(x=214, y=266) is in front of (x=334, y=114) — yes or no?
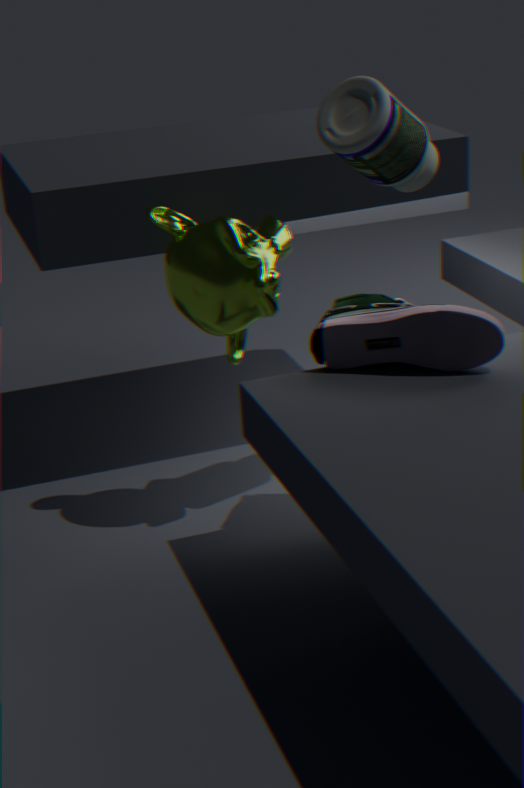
Yes
